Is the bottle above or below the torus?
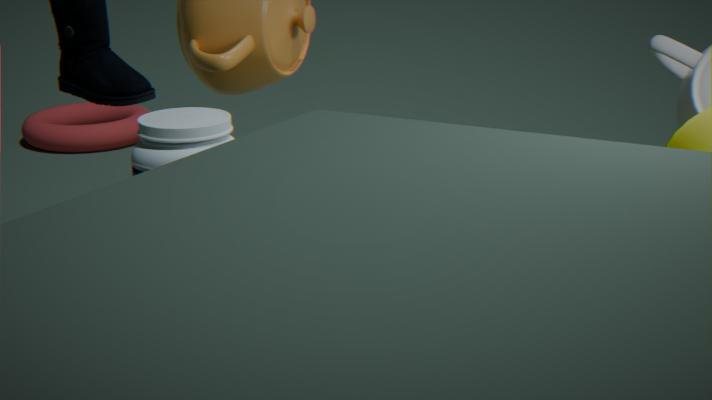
above
